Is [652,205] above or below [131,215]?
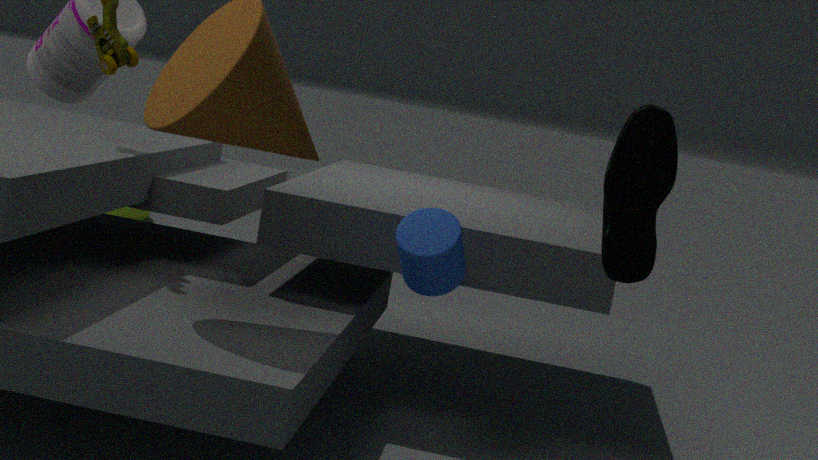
above
